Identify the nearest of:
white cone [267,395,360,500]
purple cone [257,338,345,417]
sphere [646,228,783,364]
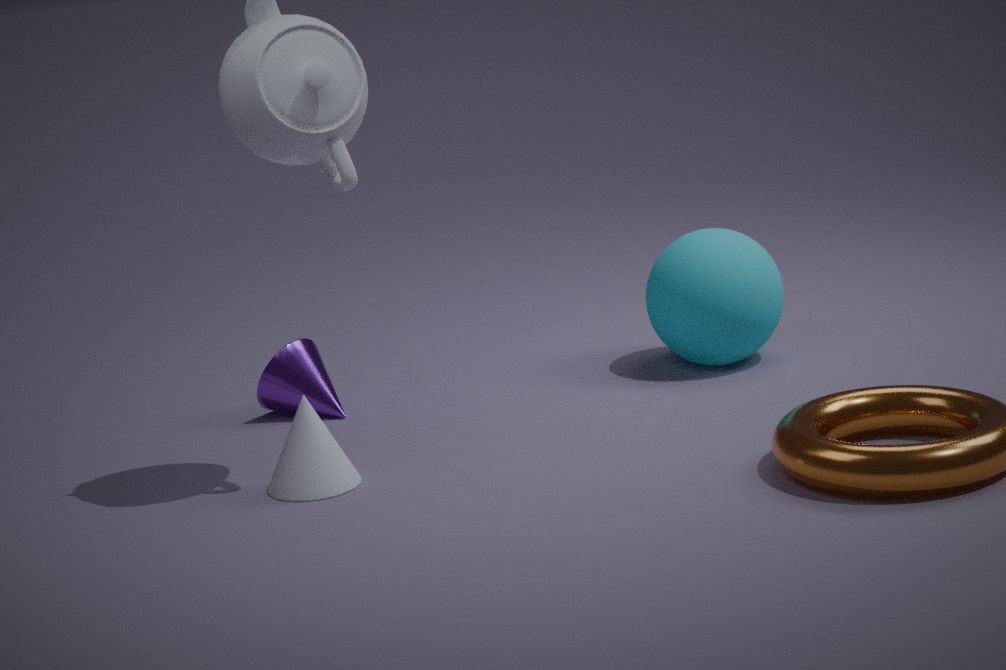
white cone [267,395,360,500]
